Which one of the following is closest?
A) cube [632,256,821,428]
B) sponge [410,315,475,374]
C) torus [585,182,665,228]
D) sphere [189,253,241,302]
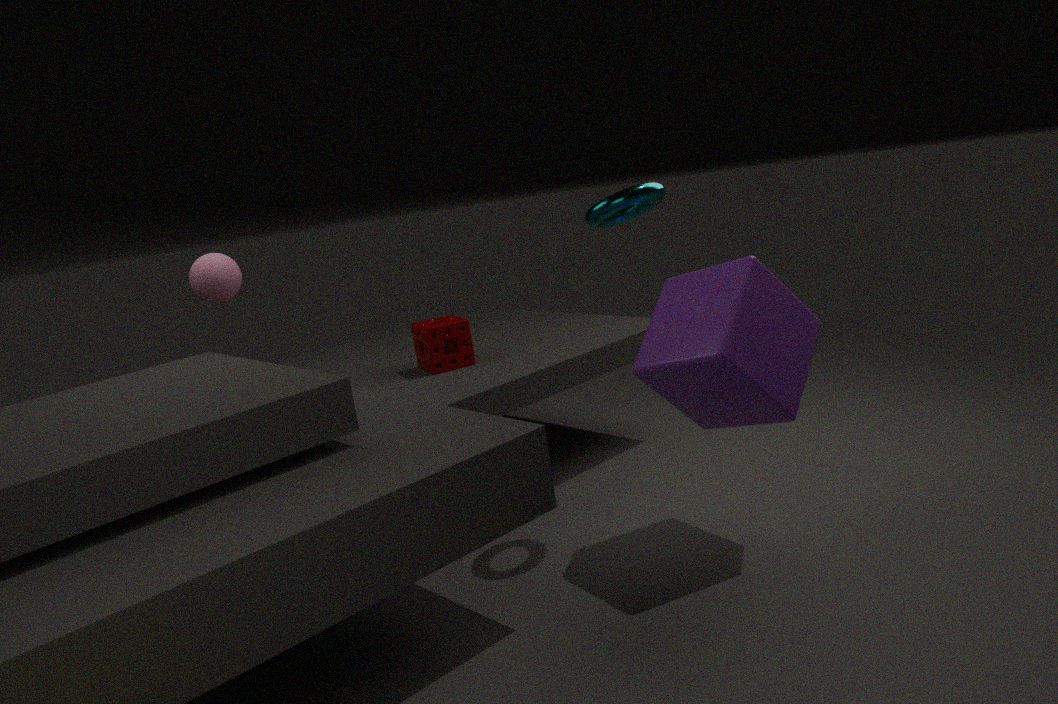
cube [632,256,821,428]
